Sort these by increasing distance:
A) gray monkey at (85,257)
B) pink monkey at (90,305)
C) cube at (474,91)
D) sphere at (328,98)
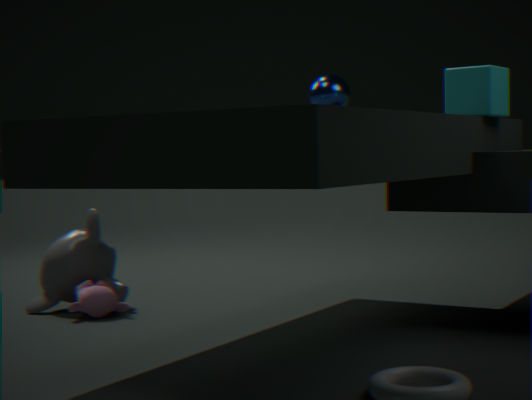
C. cube at (474,91), B. pink monkey at (90,305), A. gray monkey at (85,257), D. sphere at (328,98)
